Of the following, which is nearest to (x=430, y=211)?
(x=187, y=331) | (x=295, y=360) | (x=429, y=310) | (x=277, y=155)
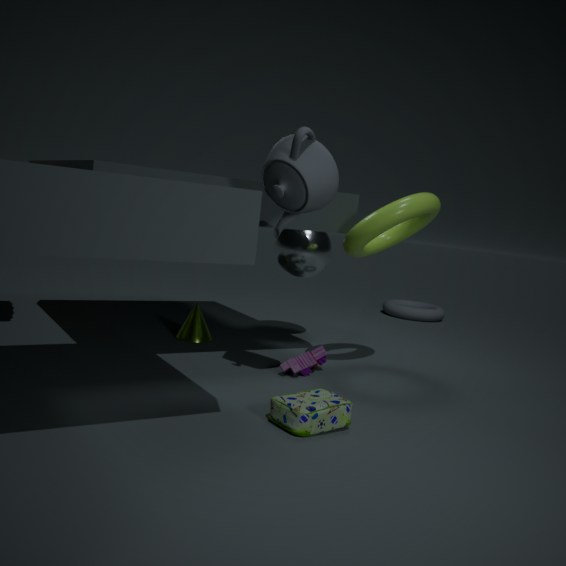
(x=277, y=155)
